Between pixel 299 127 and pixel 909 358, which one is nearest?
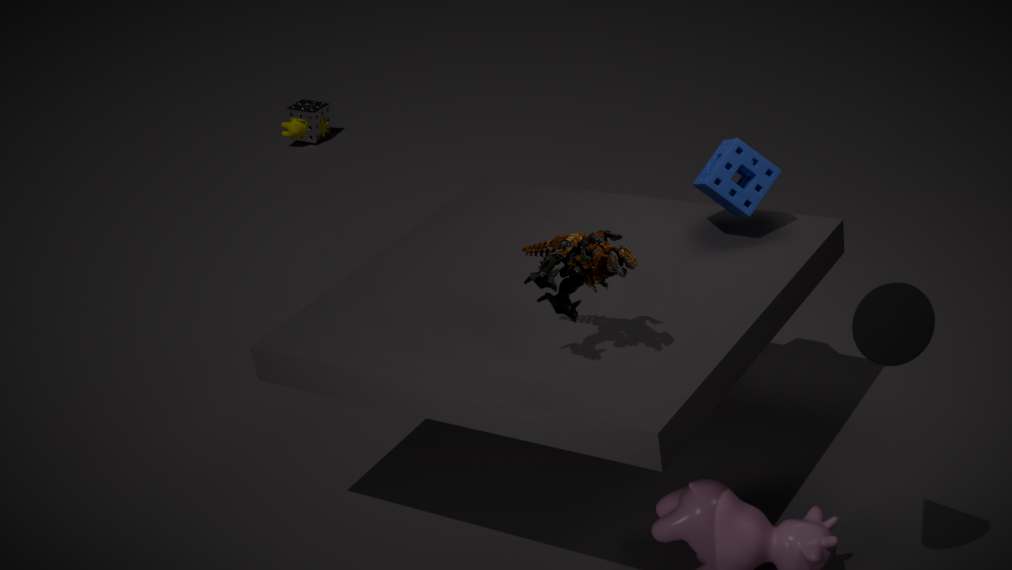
pixel 909 358
